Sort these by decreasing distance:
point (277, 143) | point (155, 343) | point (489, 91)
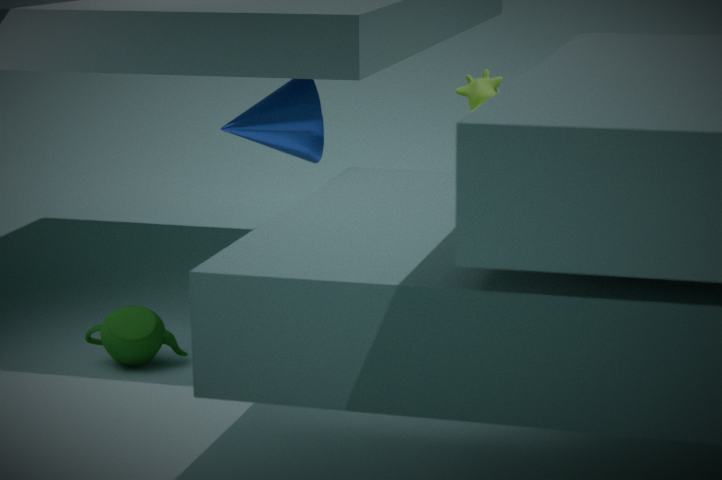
point (155, 343)
point (489, 91)
point (277, 143)
